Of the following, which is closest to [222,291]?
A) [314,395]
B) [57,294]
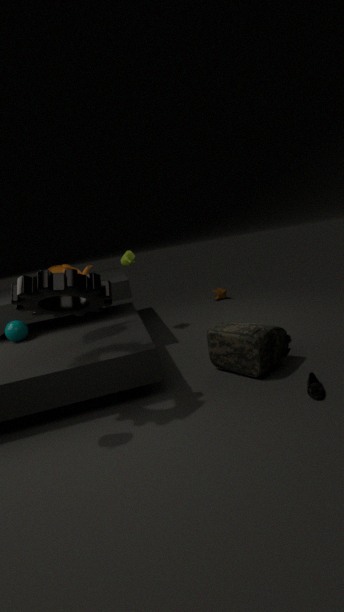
[314,395]
